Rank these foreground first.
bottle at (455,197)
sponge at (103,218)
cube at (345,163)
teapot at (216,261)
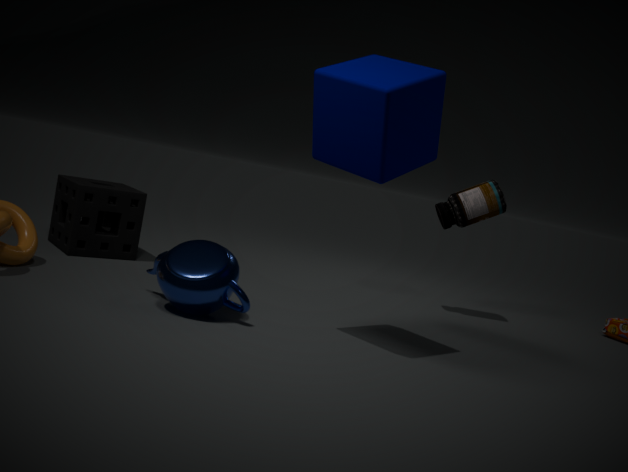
cube at (345,163), teapot at (216,261), sponge at (103,218), bottle at (455,197)
